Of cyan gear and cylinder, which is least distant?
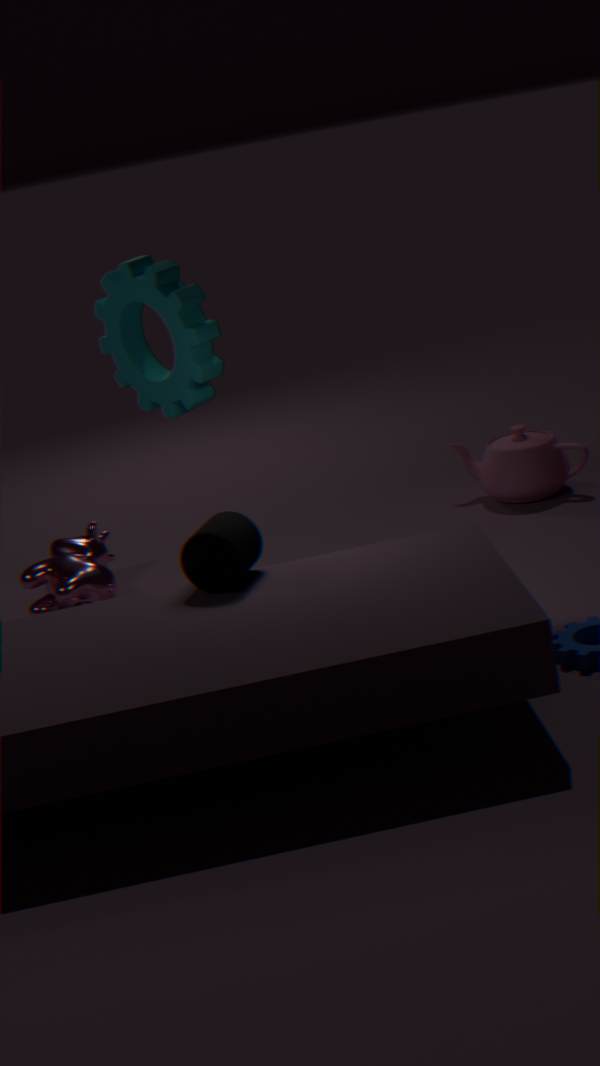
cylinder
